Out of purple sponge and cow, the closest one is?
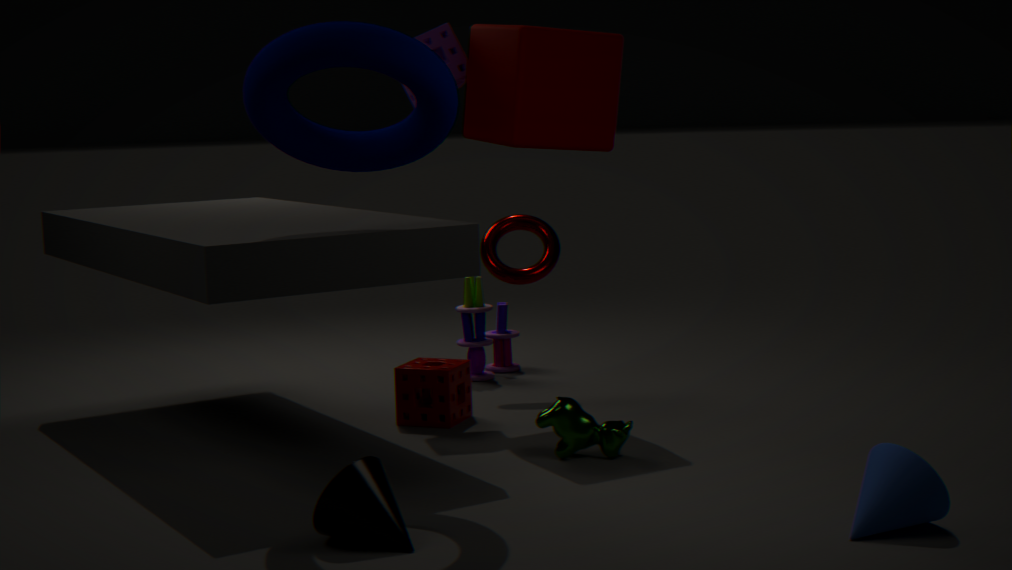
cow
